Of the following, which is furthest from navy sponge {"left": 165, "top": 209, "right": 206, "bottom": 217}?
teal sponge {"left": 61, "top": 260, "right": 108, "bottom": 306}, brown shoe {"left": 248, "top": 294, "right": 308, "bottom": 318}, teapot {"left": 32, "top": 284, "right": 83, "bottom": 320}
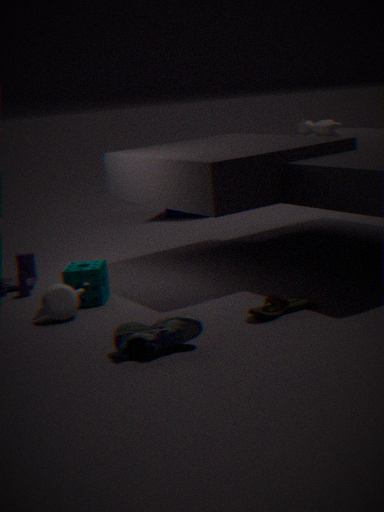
brown shoe {"left": 248, "top": 294, "right": 308, "bottom": 318}
